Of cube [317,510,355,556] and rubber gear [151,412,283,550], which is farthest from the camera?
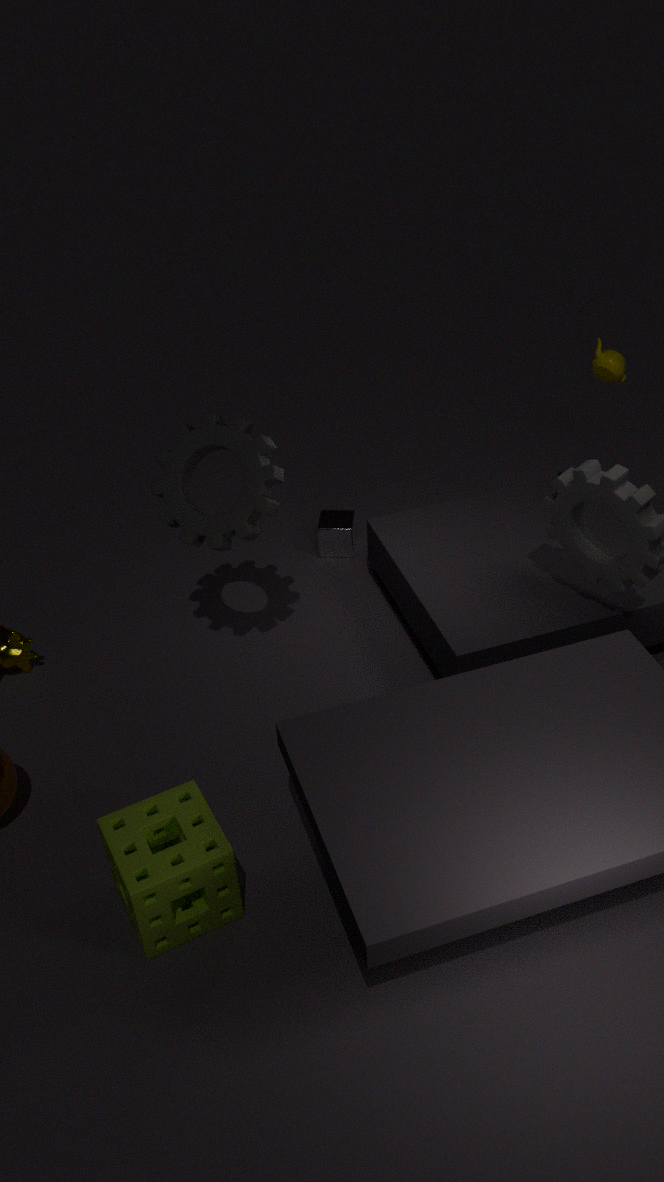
cube [317,510,355,556]
